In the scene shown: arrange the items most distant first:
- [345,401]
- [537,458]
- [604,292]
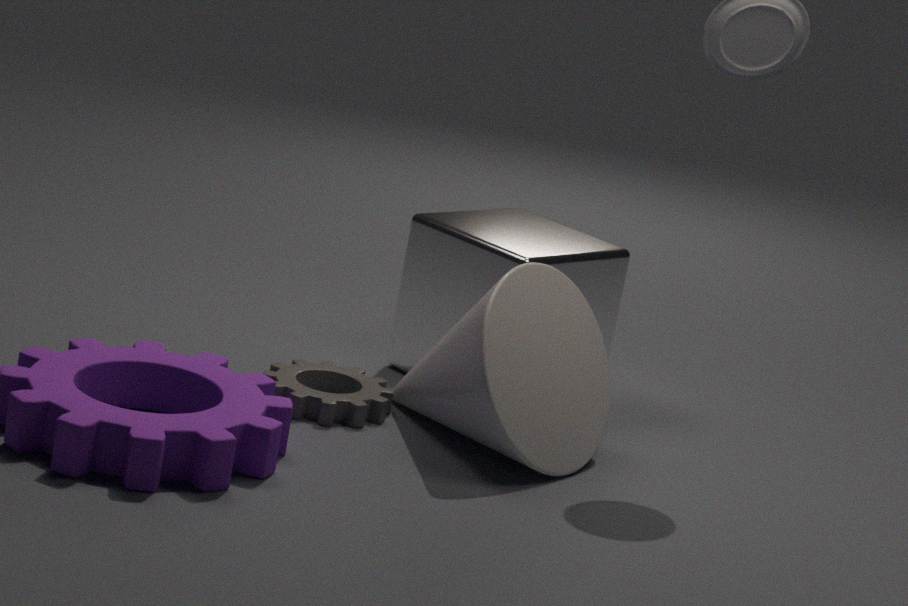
[604,292], [345,401], [537,458]
